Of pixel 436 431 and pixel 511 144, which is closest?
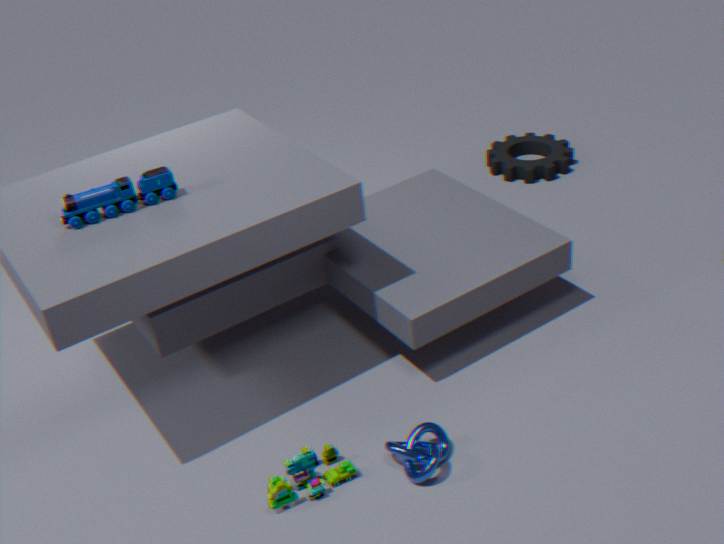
pixel 436 431
